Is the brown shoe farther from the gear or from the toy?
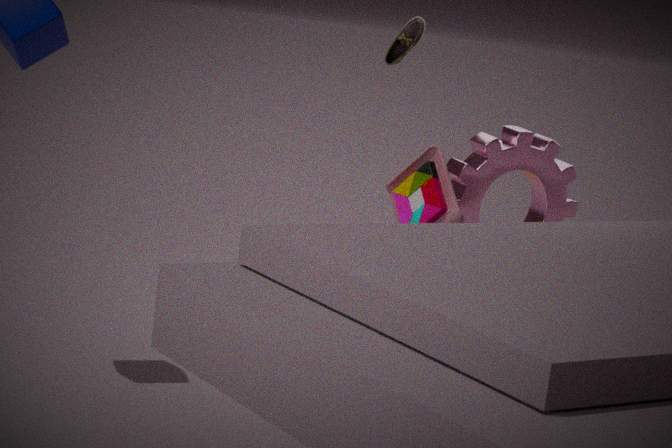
the toy
